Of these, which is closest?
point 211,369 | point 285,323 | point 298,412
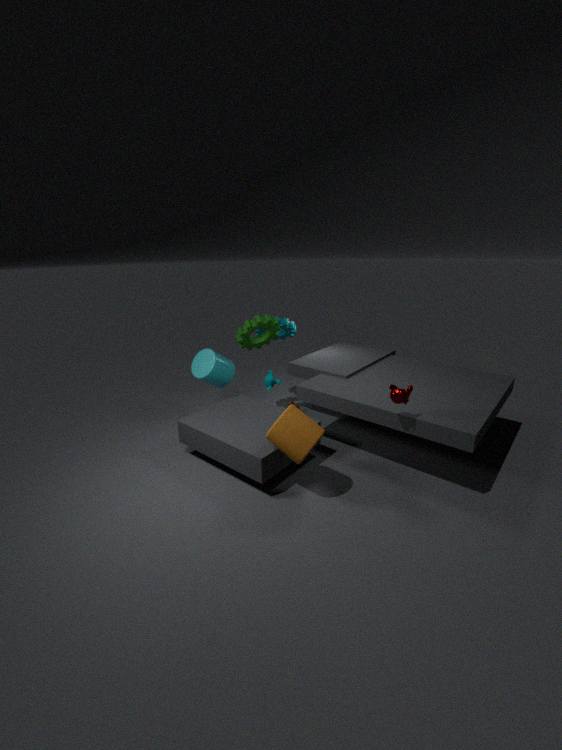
point 298,412
